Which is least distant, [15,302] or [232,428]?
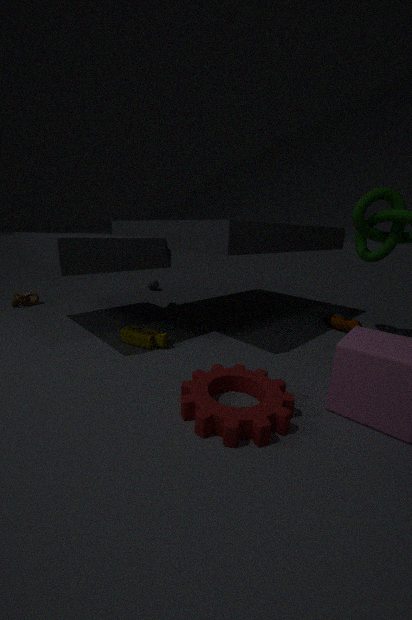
[232,428]
